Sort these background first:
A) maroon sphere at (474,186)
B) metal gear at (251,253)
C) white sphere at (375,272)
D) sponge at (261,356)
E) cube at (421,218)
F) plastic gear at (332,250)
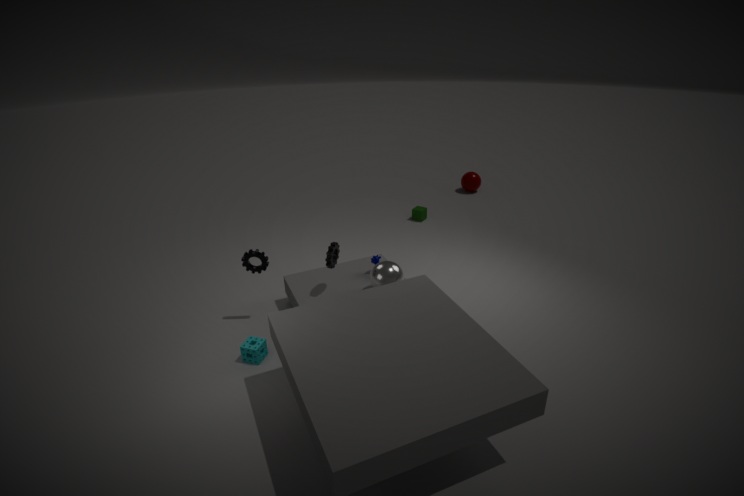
maroon sphere at (474,186)
cube at (421,218)
metal gear at (251,253)
plastic gear at (332,250)
white sphere at (375,272)
sponge at (261,356)
